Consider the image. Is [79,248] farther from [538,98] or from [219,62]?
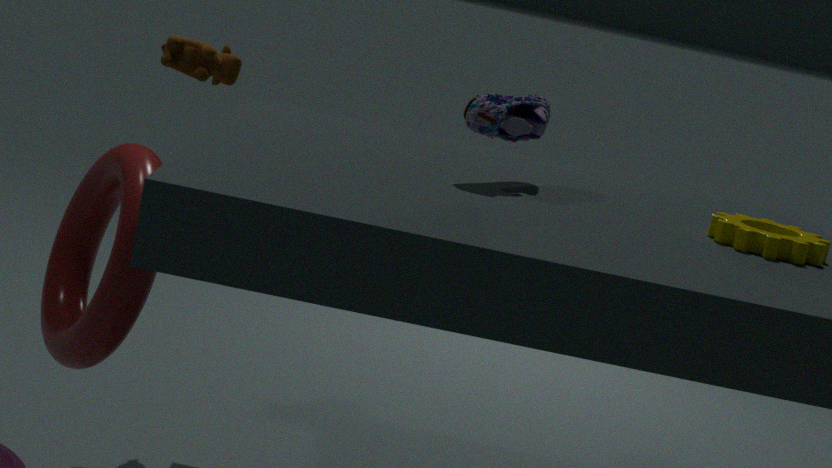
[538,98]
